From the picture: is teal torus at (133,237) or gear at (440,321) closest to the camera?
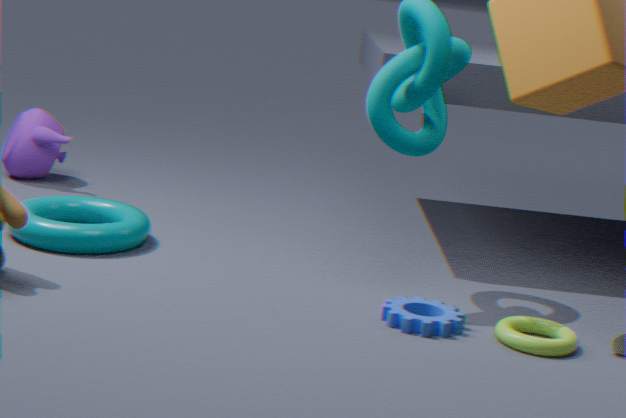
gear at (440,321)
